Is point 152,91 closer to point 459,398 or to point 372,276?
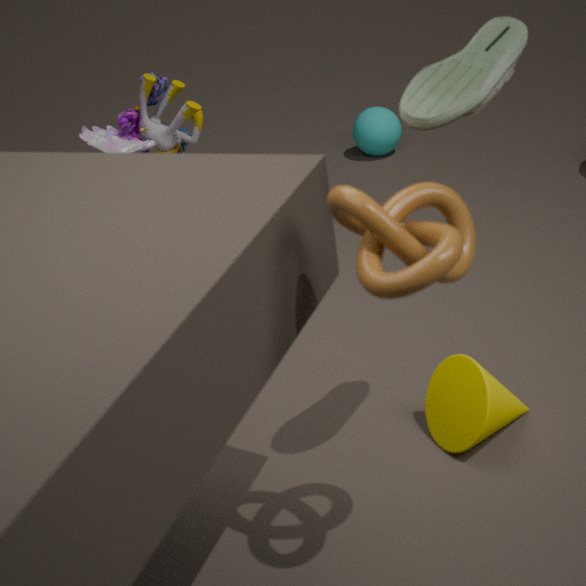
point 459,398
